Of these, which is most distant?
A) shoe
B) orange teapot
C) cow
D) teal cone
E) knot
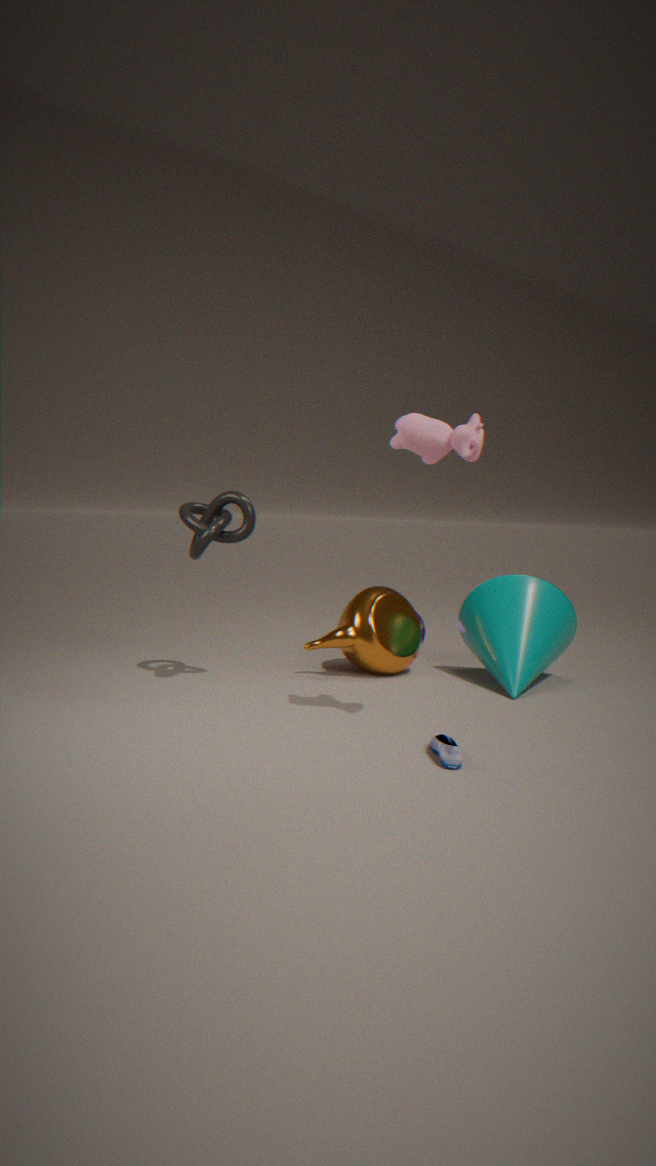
orange teapot
